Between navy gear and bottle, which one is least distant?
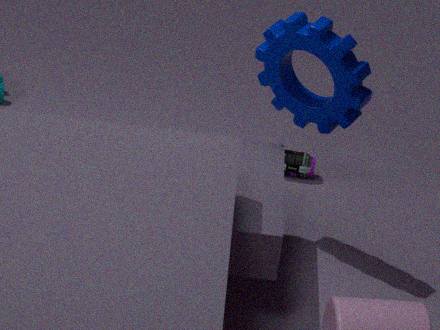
navy gear
